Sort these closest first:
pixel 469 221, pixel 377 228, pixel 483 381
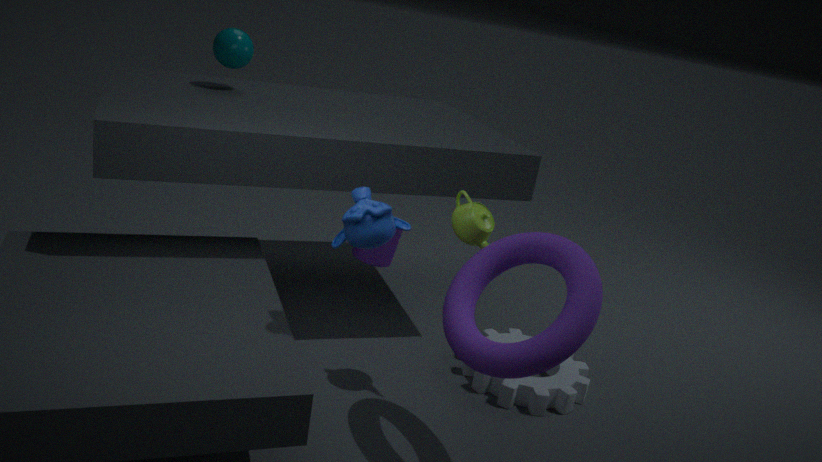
pixel 377 228 → pixel 469 221 → pixel 483 381
